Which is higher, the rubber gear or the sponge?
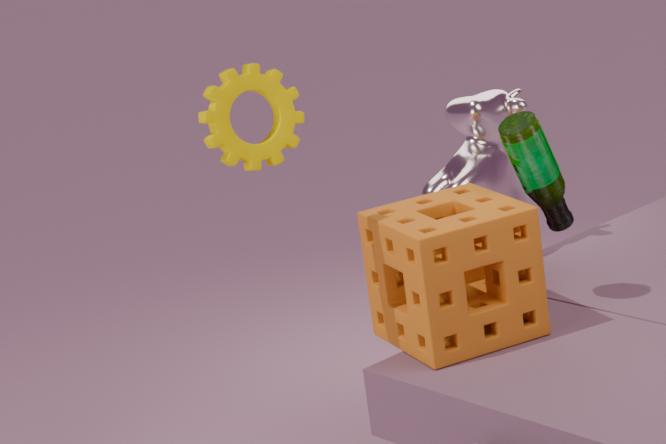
the rubber gear
